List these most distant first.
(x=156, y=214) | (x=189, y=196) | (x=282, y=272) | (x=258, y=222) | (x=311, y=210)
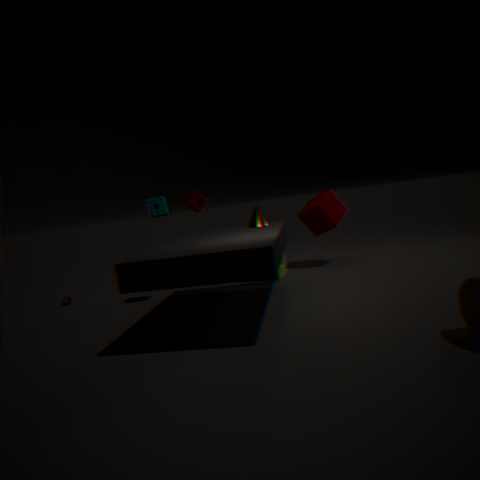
(x=311, y=210) < (x=189, y=196) < (x=282, y=272) < (x=156, y=214) < (x=258, y=222)
